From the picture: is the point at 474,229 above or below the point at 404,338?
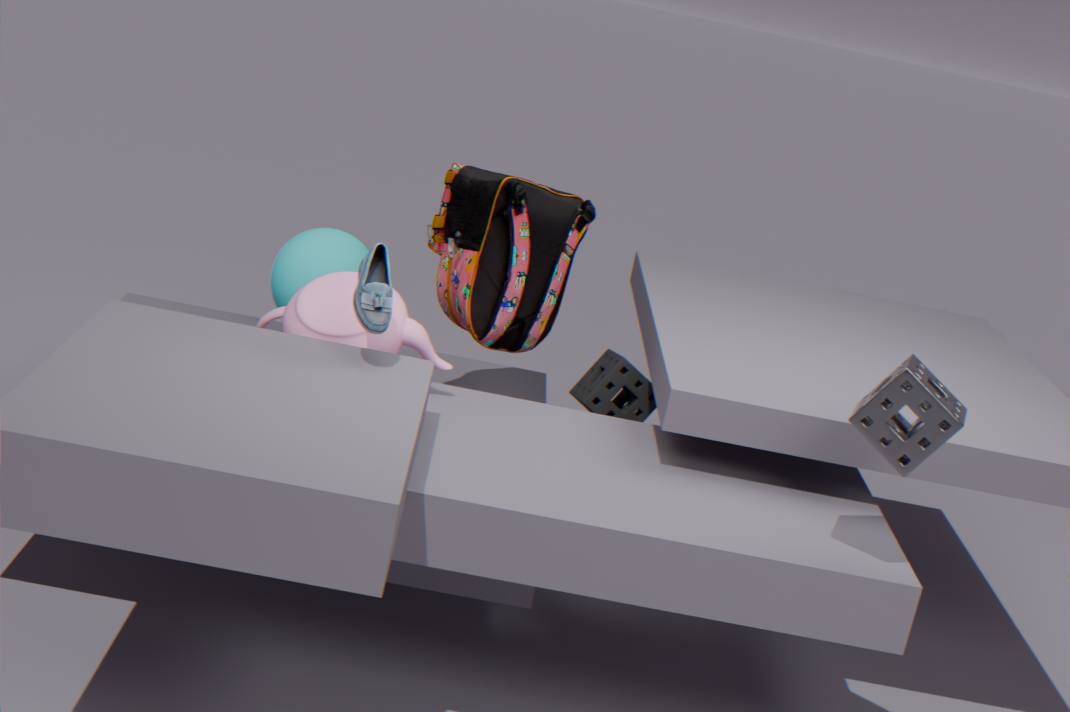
above
